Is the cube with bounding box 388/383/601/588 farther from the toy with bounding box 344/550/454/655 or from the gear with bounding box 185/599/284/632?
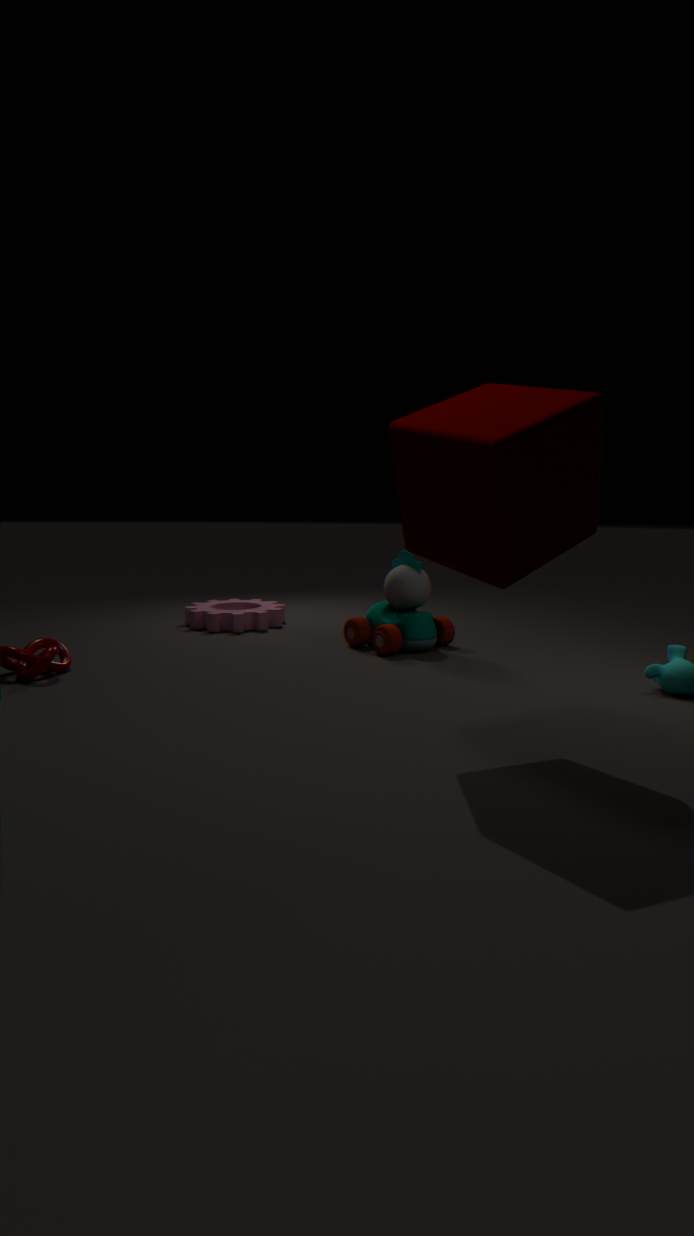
the gear with bounding box 185/599/284/632
